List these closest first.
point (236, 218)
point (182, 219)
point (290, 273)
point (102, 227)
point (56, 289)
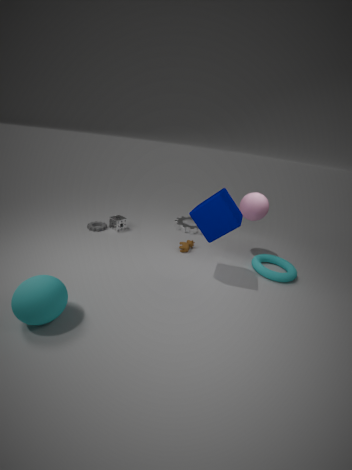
1. point (56, 289)
2. point (236, 218)
3. point (290, 273)
4. point (102, 227)
5. point (182, 219)
